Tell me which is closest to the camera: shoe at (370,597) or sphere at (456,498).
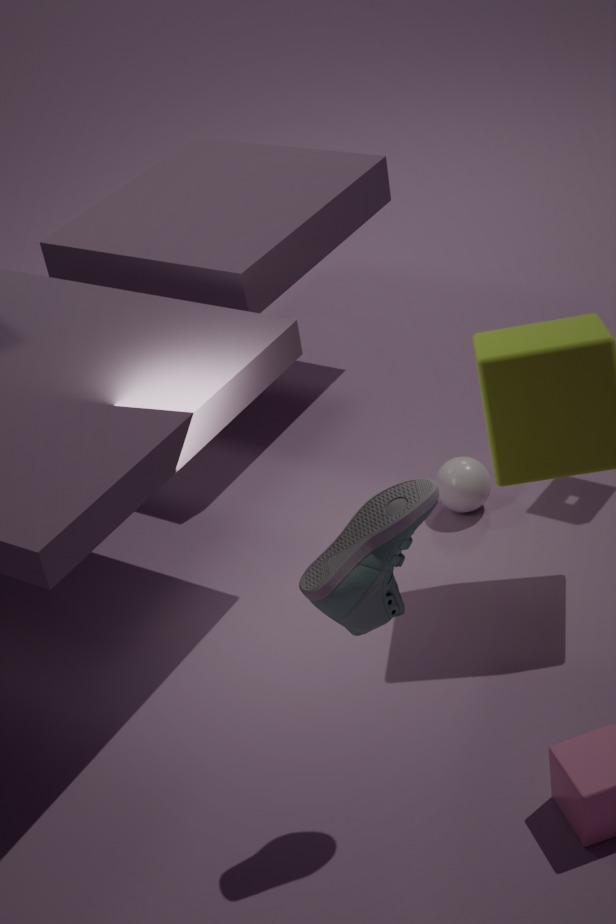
shoe at (370,597)
